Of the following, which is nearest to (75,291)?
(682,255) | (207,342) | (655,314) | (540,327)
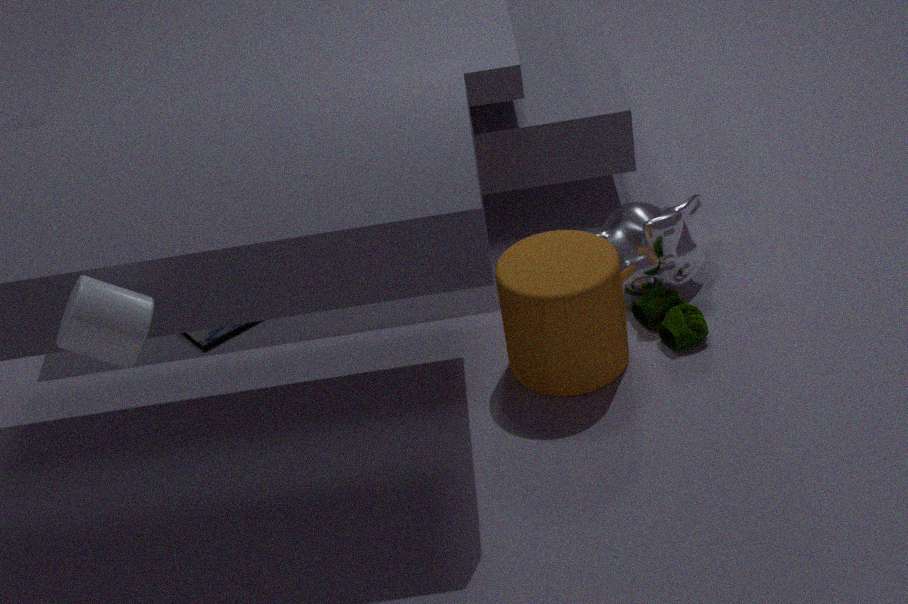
(207,342)
